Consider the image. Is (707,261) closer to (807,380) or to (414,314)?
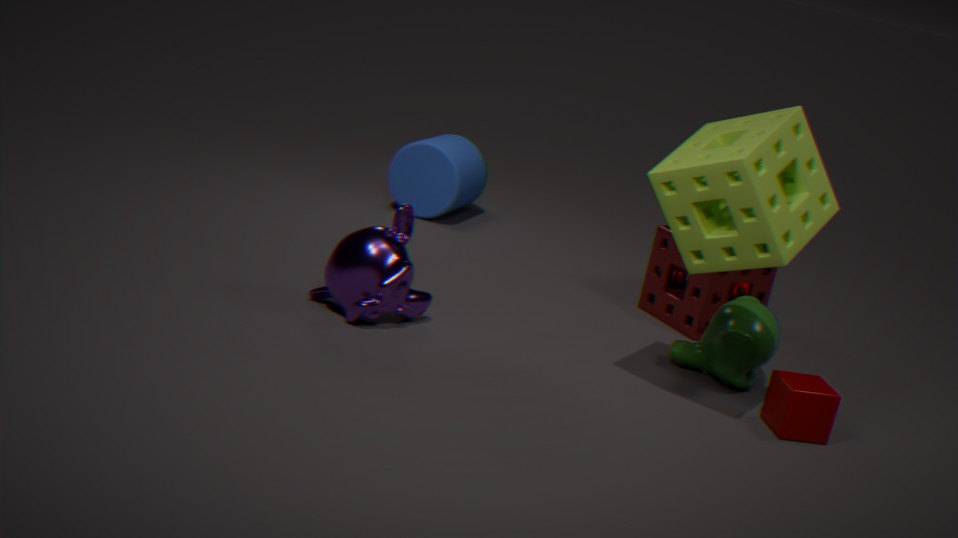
(807,380)
